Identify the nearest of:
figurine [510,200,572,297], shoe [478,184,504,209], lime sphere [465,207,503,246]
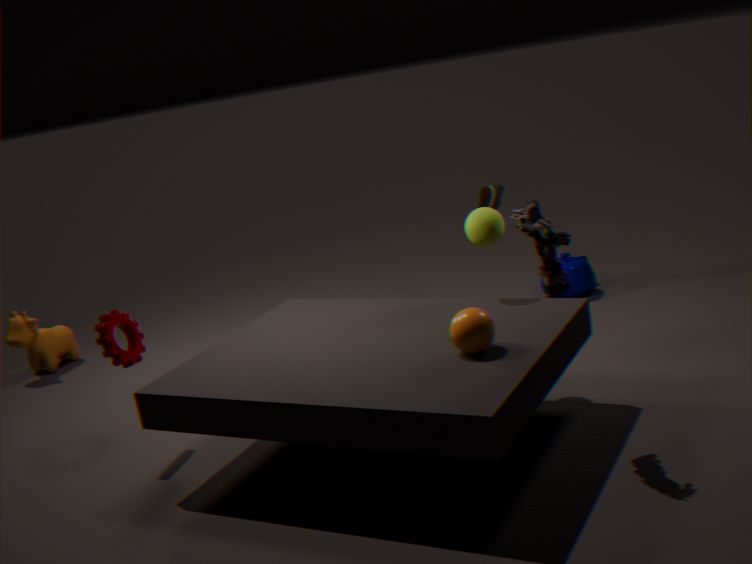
figurine [510,200,572,297]
